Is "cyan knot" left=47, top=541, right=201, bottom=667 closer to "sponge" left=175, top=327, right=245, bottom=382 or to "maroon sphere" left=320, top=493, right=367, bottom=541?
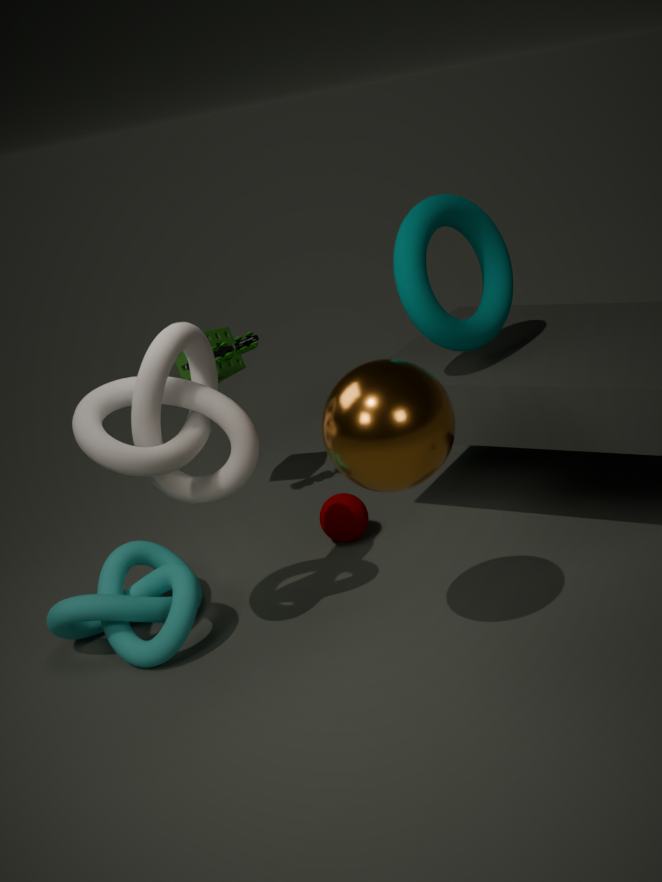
"maroon sphere" left=320, top=493, right=367, bottom=541
